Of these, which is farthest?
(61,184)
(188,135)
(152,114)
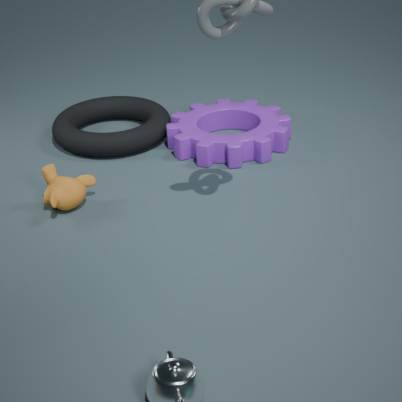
(152,114)
